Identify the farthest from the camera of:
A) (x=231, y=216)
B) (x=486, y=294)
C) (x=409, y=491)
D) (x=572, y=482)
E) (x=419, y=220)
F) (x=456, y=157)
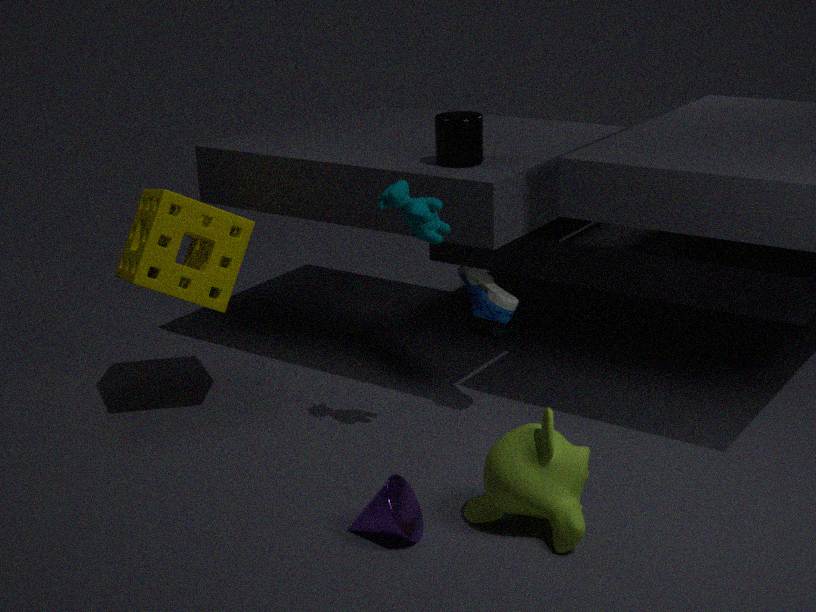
(x=231, y=216)
